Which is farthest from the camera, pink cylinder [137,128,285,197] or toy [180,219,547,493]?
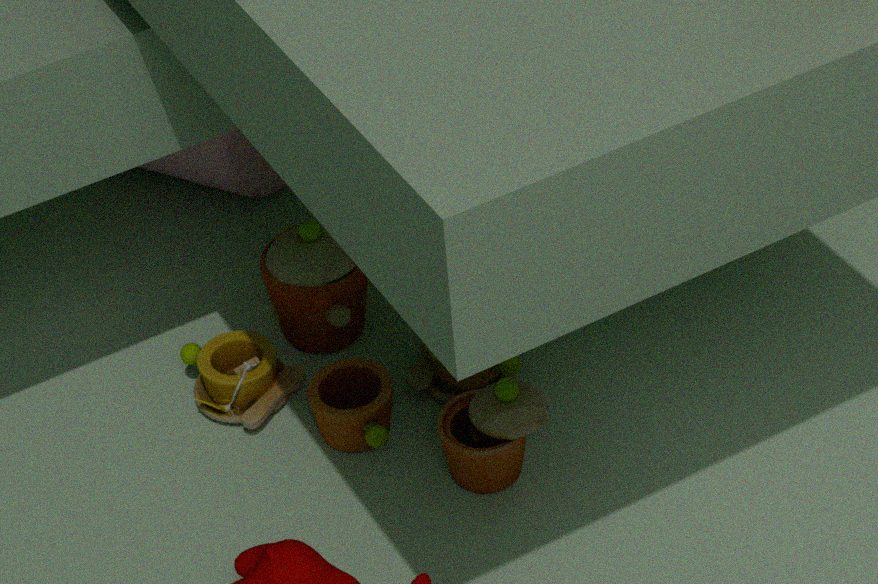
pink cylinder [137,128,285,197]
